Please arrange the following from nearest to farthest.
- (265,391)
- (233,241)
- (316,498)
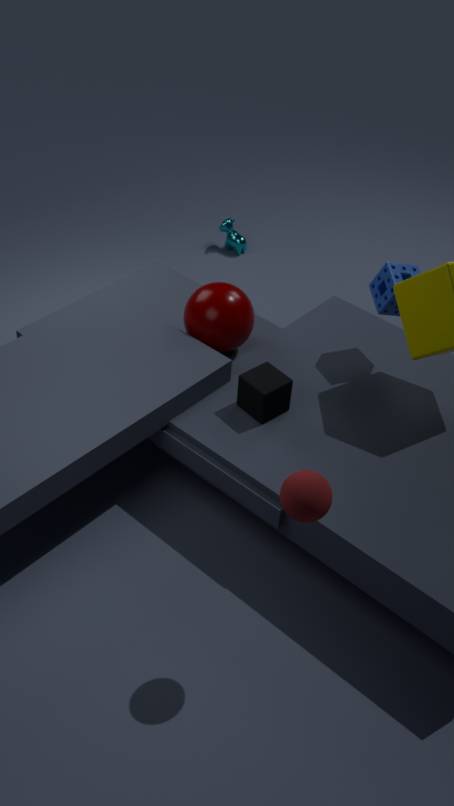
(316,498), (265,391), (233,241)
